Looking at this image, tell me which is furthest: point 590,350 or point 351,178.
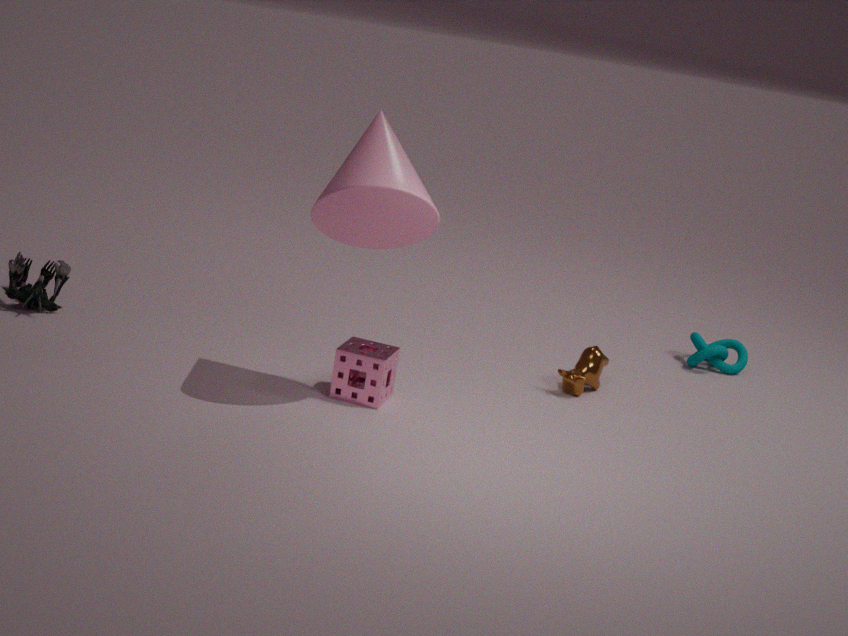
point 590,350
